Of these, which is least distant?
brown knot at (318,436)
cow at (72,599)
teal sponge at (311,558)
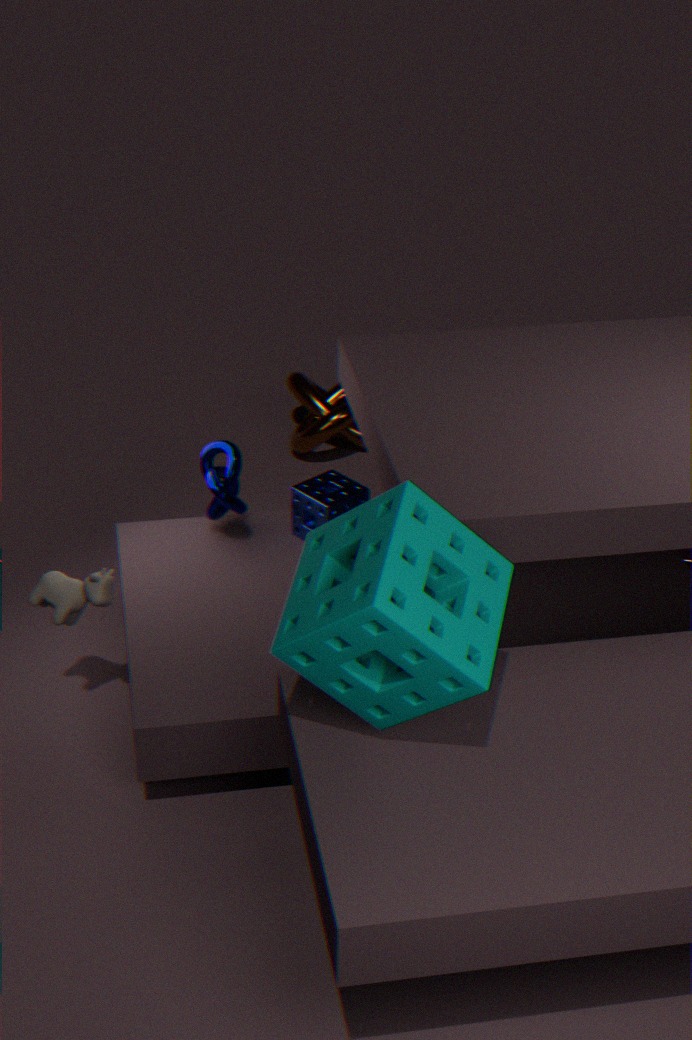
teal sponge at (311,558)
